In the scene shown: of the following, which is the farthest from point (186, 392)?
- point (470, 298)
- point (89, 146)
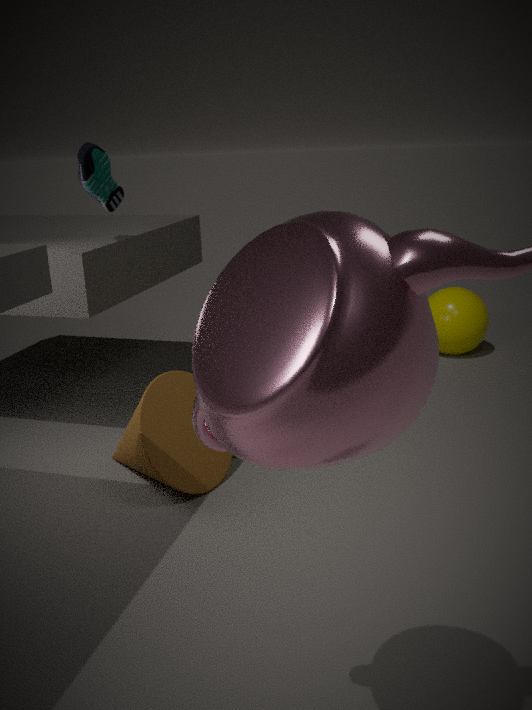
point (470, 298)
